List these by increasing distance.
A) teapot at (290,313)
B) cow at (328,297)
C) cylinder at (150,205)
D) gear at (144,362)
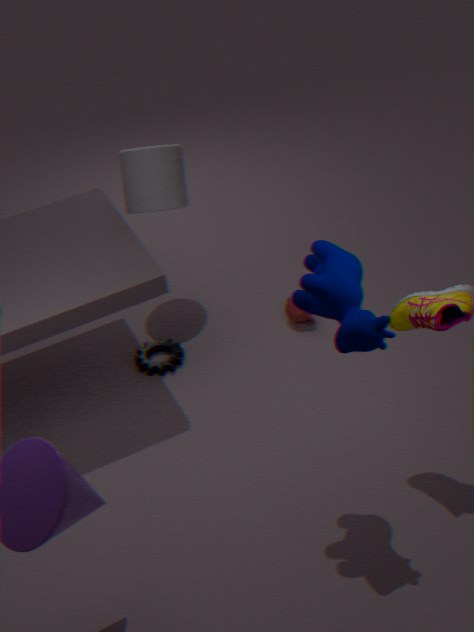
cow at (328,297)
gear at (144,362)
cylinder at (150,205)
teapot at (290,313)
